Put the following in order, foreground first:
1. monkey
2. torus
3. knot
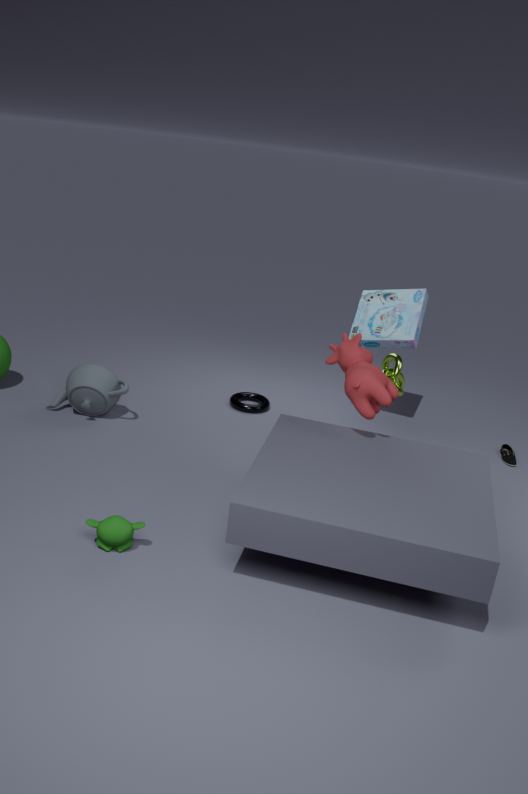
monkey → knot → torus
